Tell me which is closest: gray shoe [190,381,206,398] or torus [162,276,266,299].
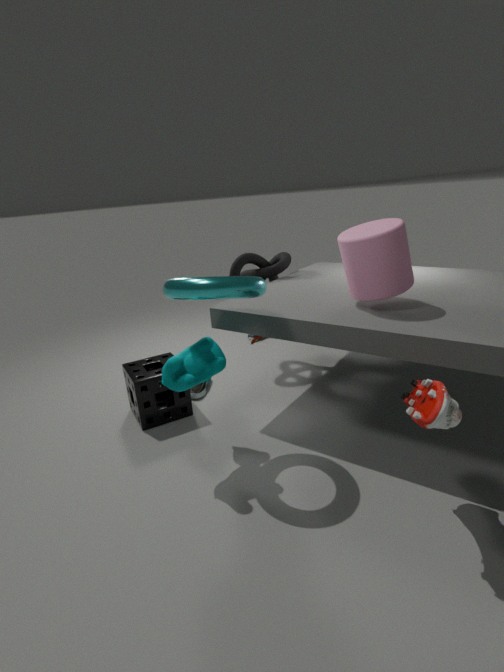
torus [162,276,266,299]
